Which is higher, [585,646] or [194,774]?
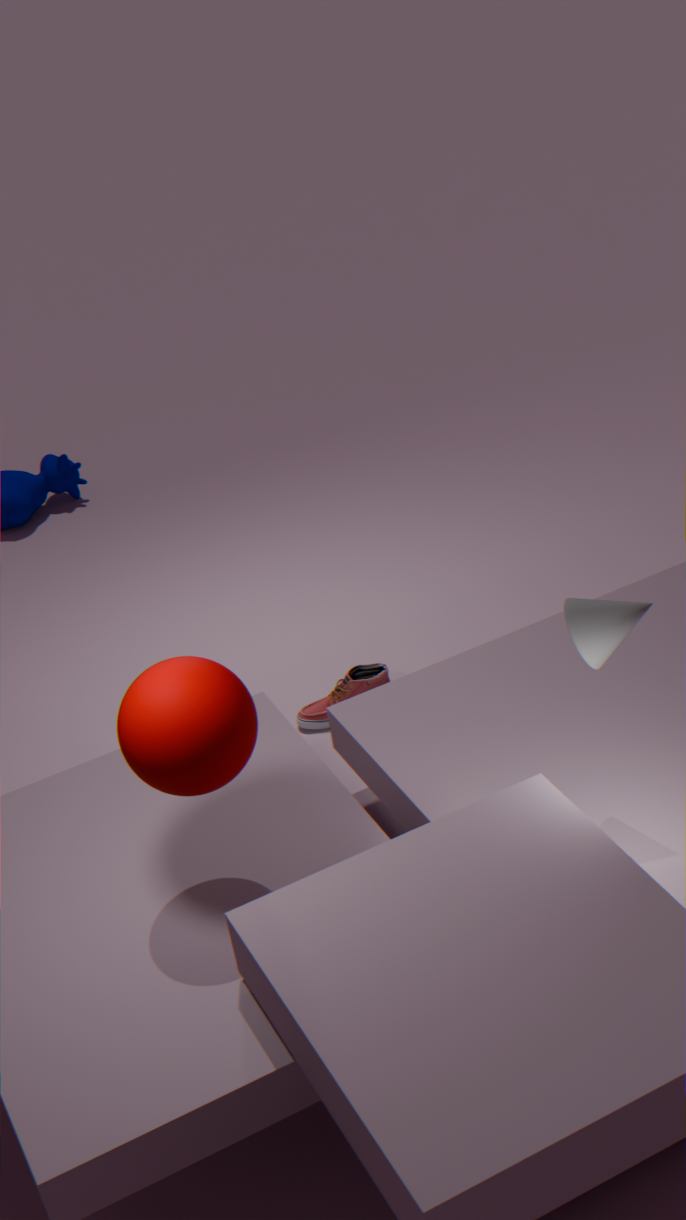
[194,774]
